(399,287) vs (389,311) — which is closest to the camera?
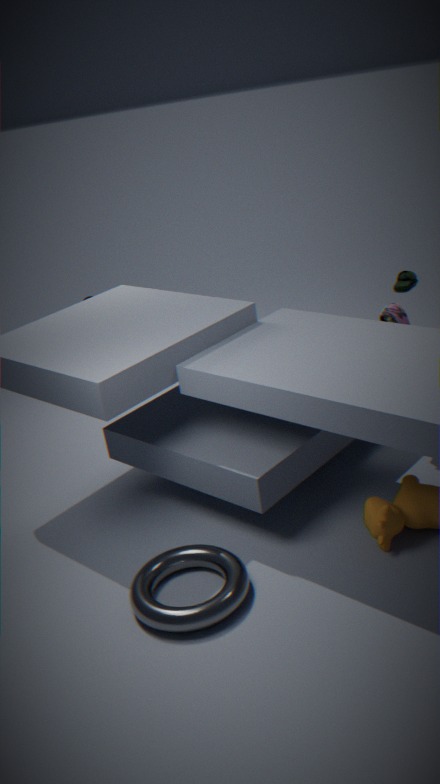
(389,311)
